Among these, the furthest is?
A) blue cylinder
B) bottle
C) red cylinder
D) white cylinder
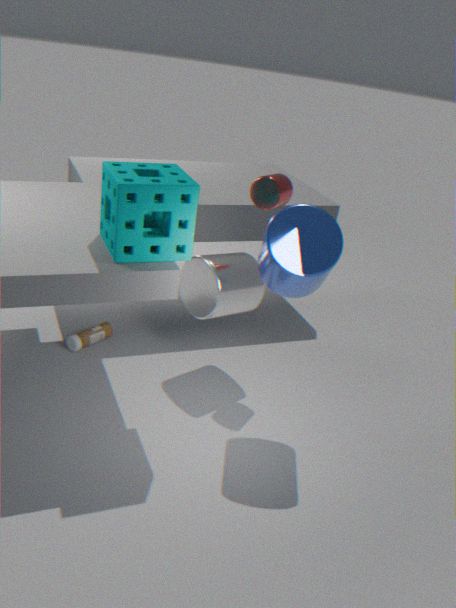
bottle
